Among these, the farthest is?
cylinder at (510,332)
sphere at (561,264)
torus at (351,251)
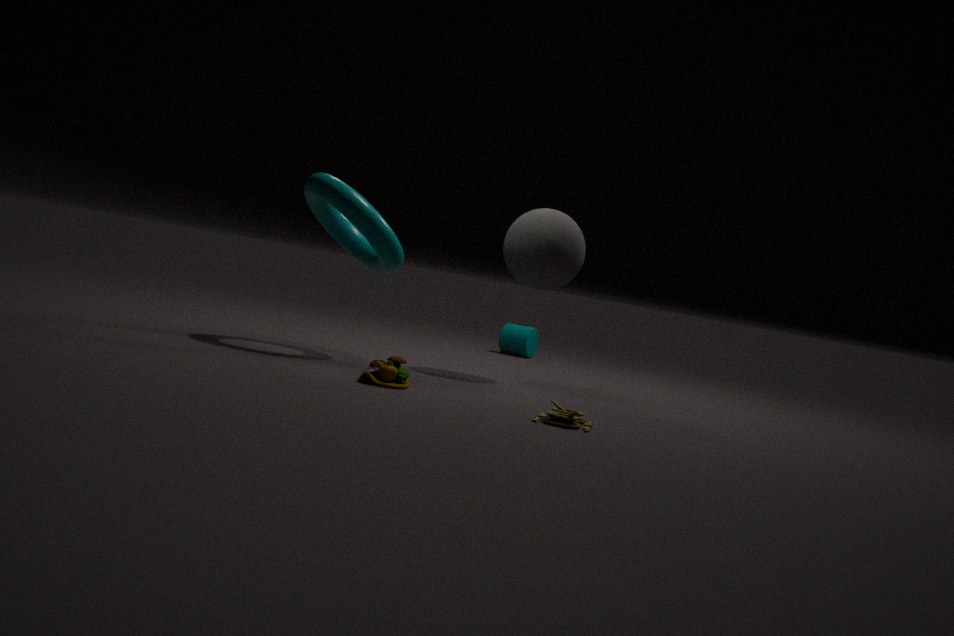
cylinder at (510,332)
